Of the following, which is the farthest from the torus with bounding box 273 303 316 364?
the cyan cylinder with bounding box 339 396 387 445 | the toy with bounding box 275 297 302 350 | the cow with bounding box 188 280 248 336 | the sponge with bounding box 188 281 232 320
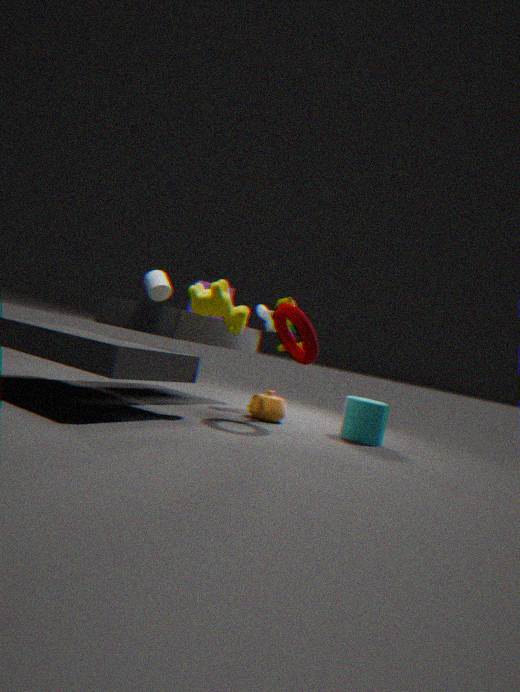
the sponge with bounding box 188 281 232 320
